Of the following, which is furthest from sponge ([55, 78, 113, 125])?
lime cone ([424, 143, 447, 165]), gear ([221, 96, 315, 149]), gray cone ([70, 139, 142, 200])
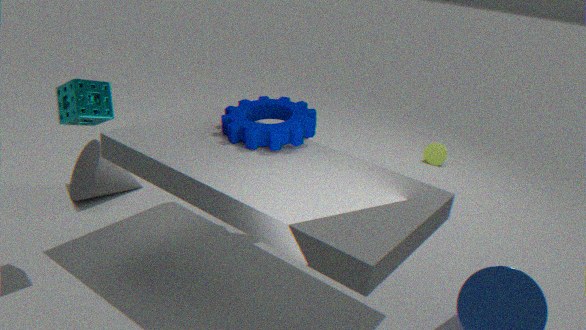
lime cone ([424, 143, 447, 165])
